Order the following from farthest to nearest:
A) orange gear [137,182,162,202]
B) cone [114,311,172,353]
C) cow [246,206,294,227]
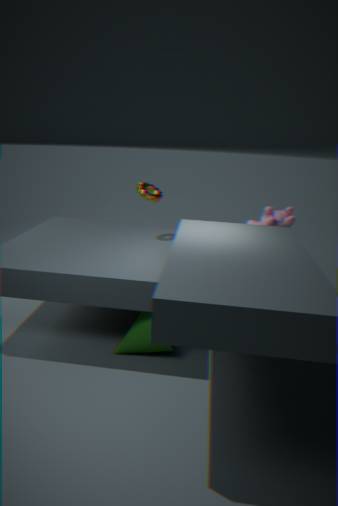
orange gear [137,182,162,202] < cow [246,206,294,227] < cone [114,311,172,353]
